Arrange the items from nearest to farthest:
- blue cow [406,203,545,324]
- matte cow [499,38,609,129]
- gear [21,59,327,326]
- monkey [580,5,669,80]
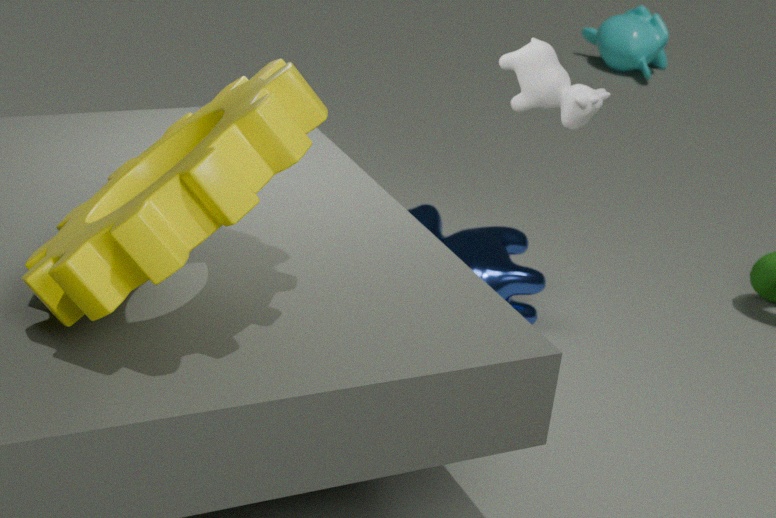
1. gear [21,59,327,326]
2. matte cow [499,38,609,129]
3. blue cow [406,203,545,324]
4. monkey [580,5,669,80]
